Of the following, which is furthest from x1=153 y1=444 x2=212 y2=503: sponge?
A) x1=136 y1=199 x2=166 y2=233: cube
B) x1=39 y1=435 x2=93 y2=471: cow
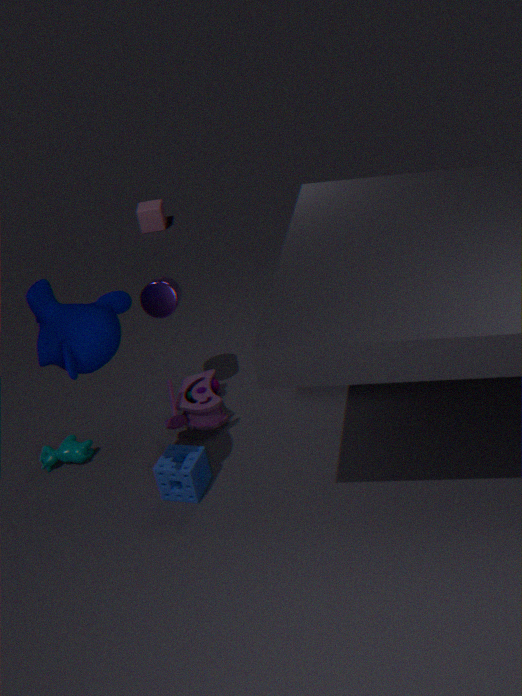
x1=136 y1=199 x2=166 y2=233: cube
